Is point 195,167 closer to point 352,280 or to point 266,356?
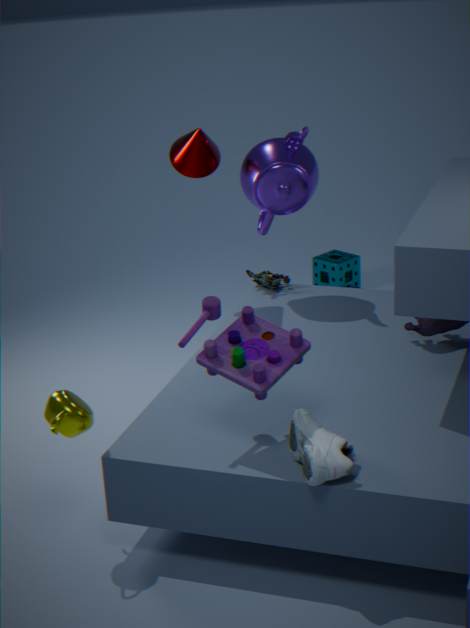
point 266,356
